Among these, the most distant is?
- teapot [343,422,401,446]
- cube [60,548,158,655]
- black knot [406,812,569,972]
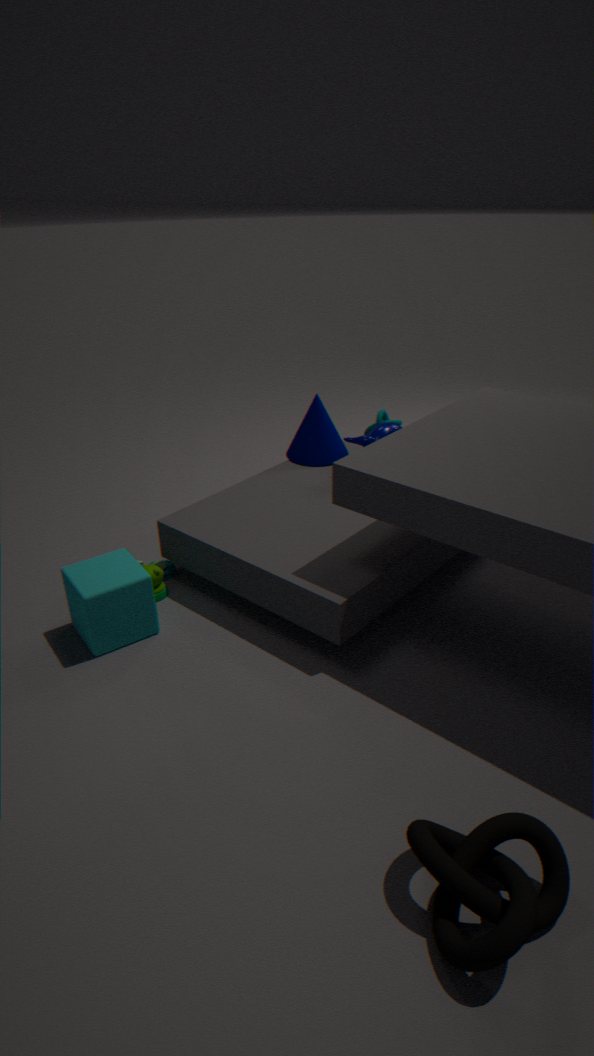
teapot [343,422,401,446]
